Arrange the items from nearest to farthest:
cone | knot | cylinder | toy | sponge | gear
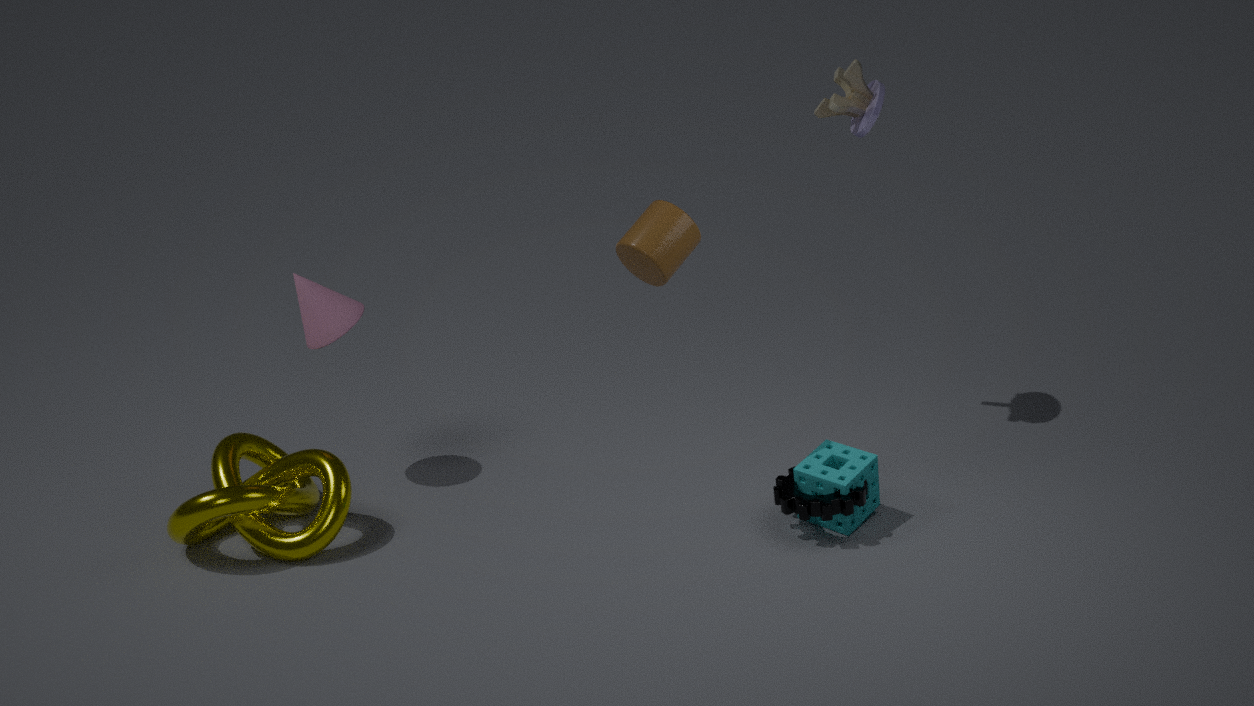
cylinder < knot < gear < sponge < cone < toy
